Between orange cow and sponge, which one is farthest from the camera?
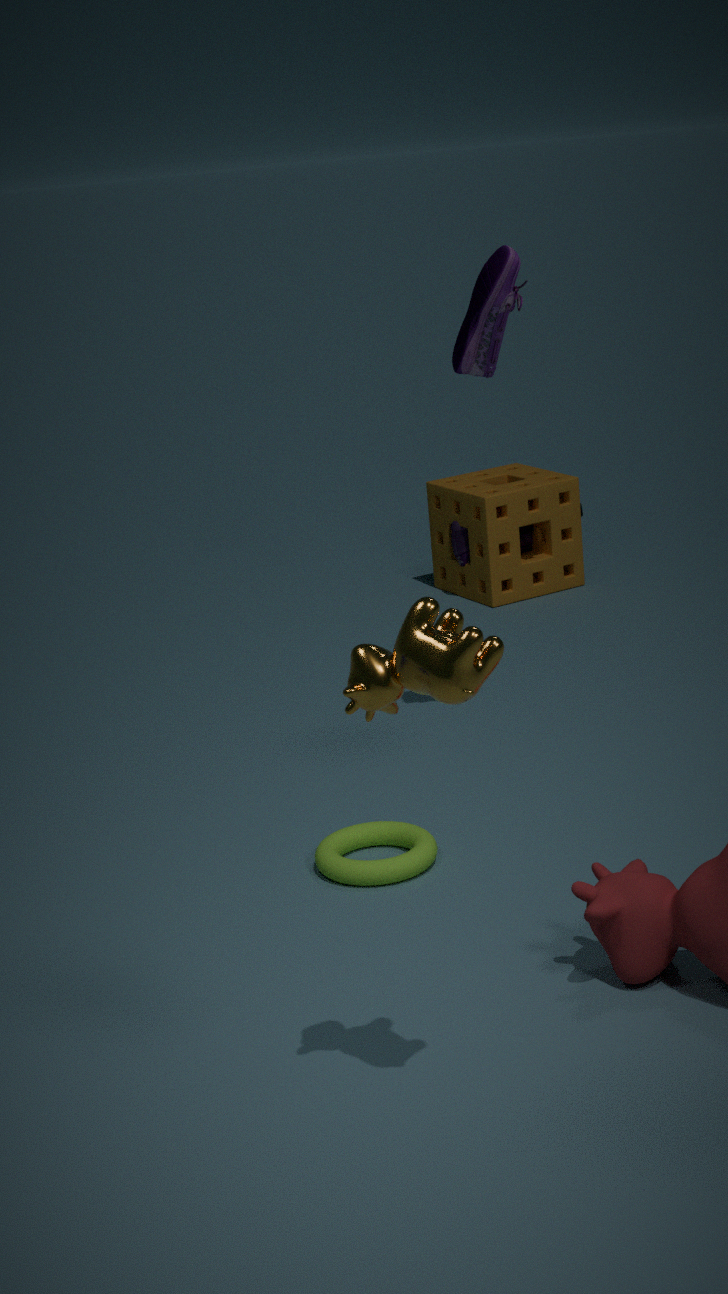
sponge
